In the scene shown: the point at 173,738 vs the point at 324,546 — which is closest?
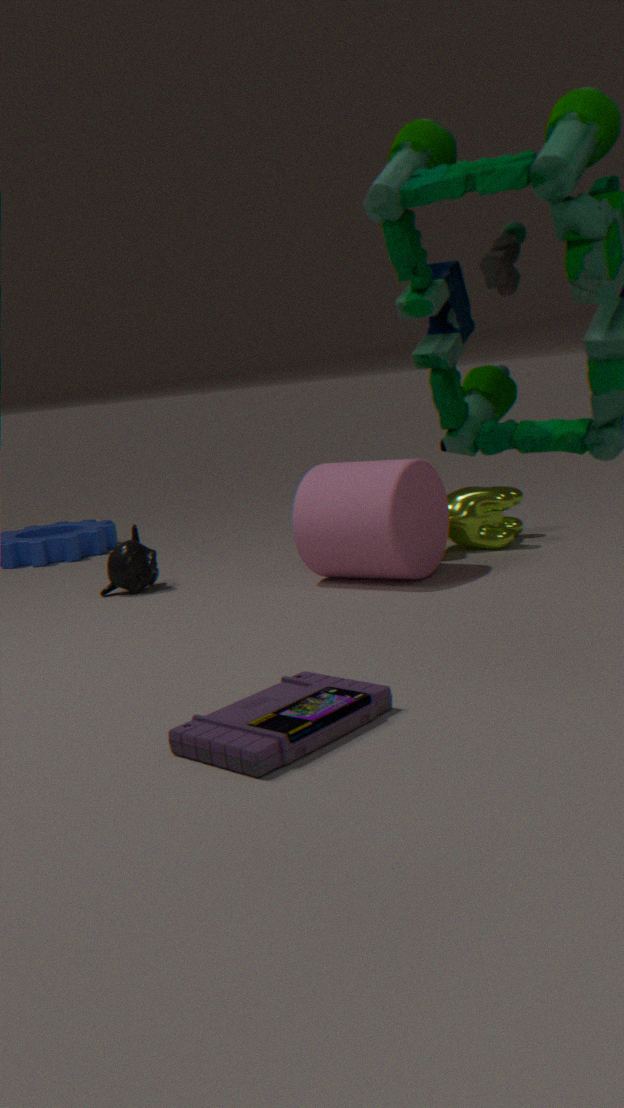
the point at 173,738
